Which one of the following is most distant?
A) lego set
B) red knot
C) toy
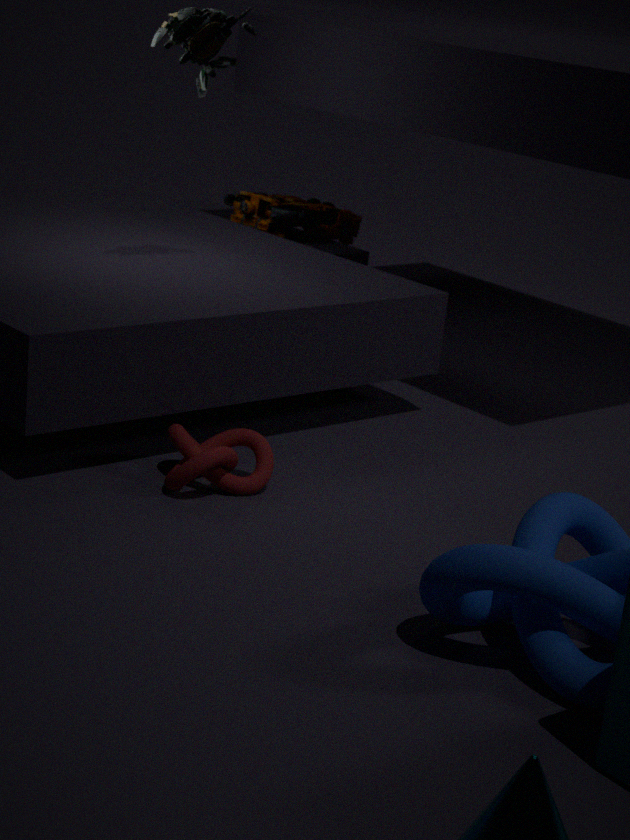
toy
